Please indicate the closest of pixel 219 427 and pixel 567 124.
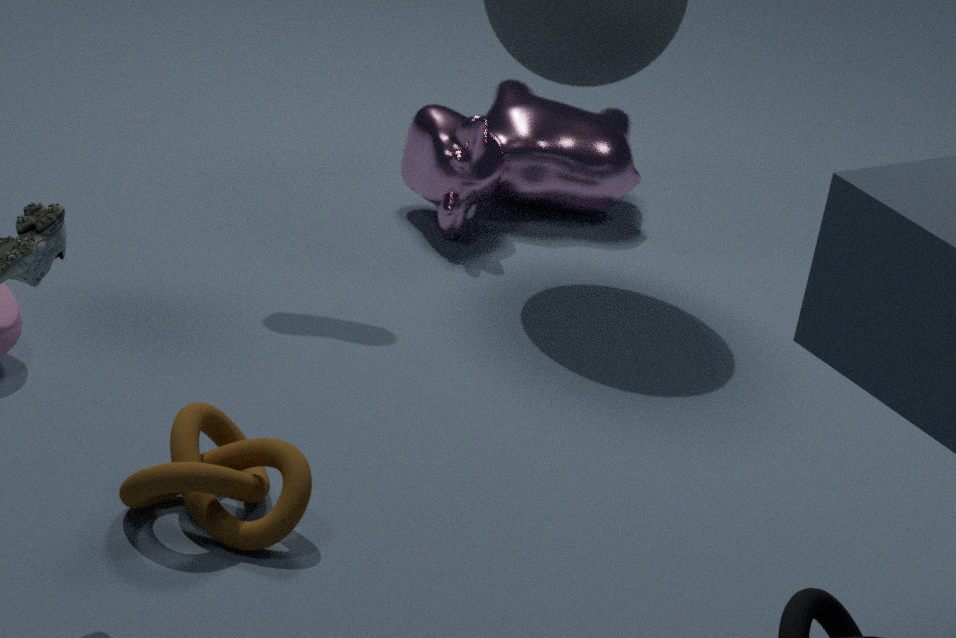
pixel 219 427
